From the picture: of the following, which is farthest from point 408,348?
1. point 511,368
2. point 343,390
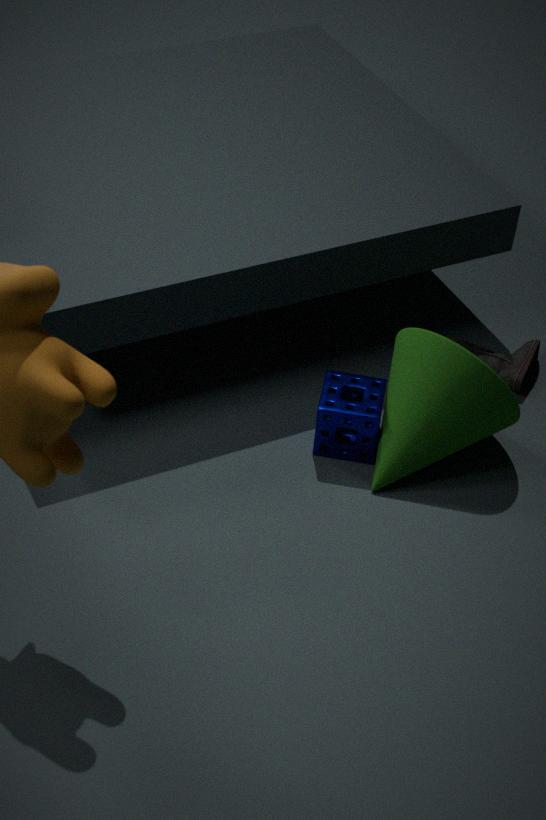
point 511,368
